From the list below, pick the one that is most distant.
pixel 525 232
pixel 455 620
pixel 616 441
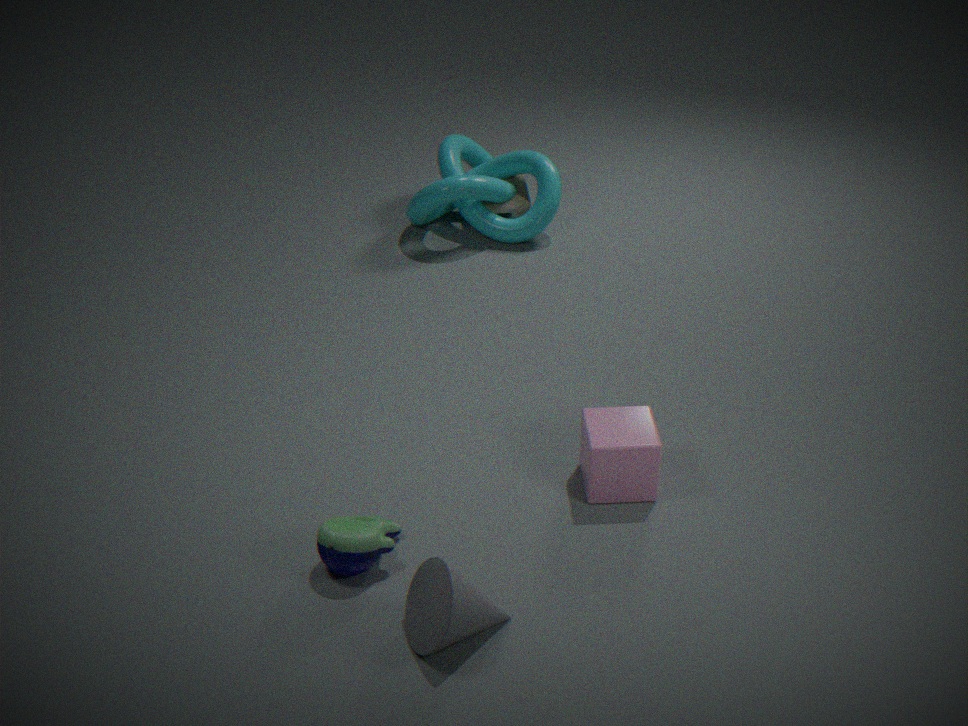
pixel 525 232
